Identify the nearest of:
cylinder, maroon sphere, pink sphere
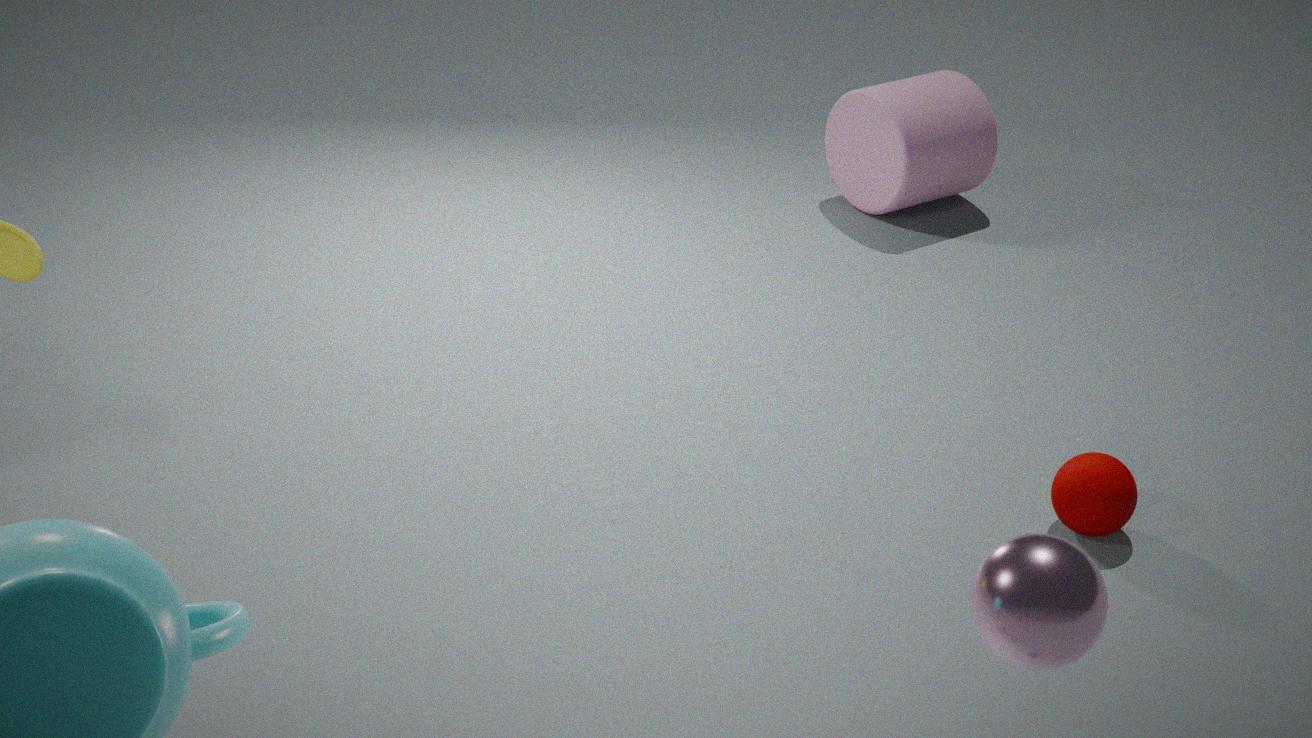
pink sphere
